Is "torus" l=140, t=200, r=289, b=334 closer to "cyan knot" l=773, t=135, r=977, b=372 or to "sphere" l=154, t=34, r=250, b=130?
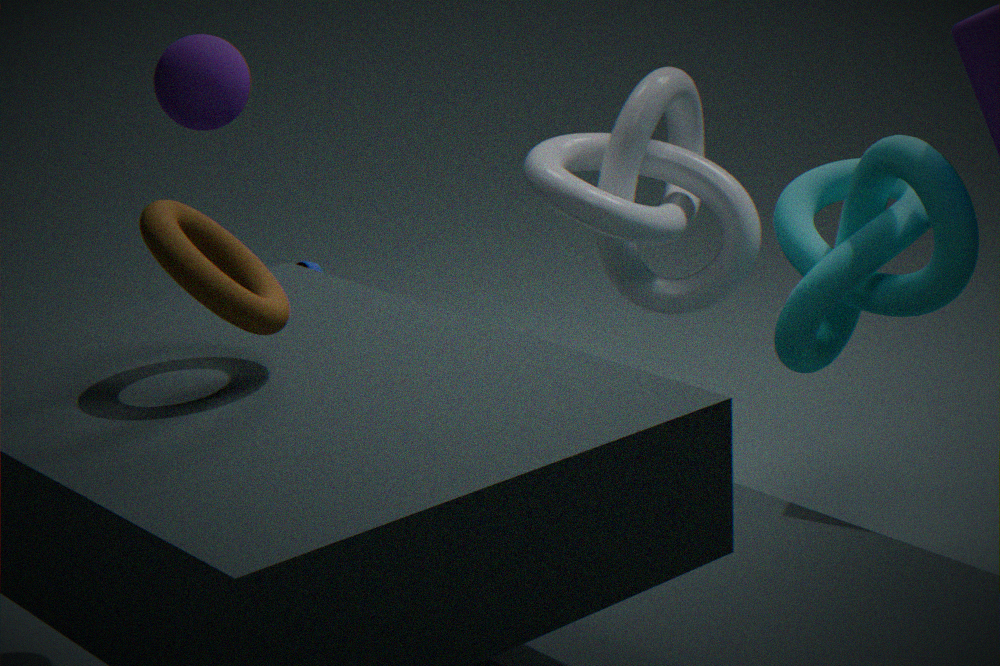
"sphere" l=154, t=34, r=250, b=130
